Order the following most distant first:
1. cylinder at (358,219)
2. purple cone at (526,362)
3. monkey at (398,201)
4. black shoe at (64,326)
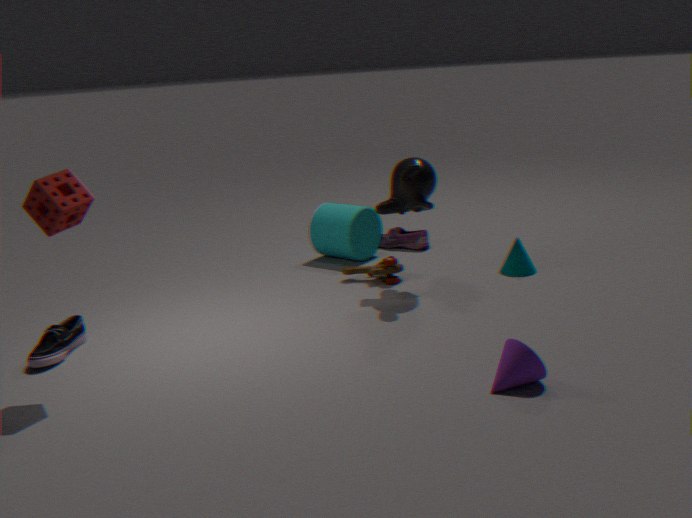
cylinder at (358,219), monkey at (398,201), black shoe at (64,326), purple cone at (526,362)
